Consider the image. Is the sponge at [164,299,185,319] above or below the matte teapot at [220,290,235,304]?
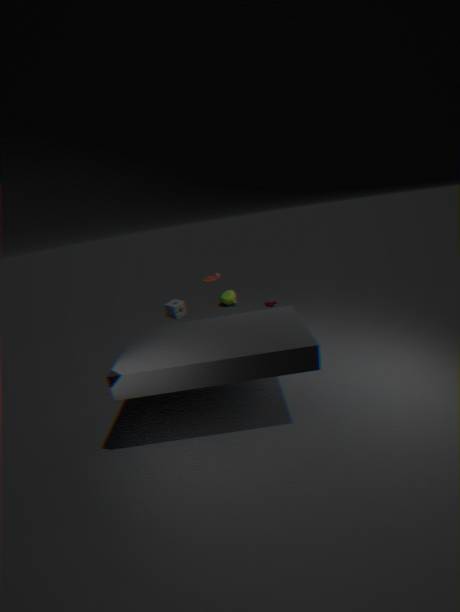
above
